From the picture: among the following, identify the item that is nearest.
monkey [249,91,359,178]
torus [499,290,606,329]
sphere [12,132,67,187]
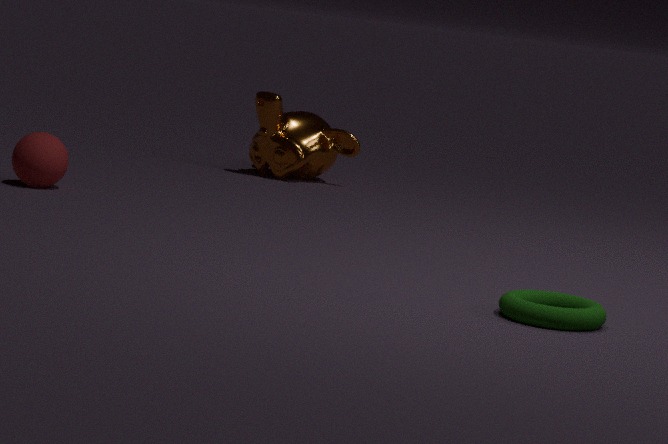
torus [499,290,606,329]
